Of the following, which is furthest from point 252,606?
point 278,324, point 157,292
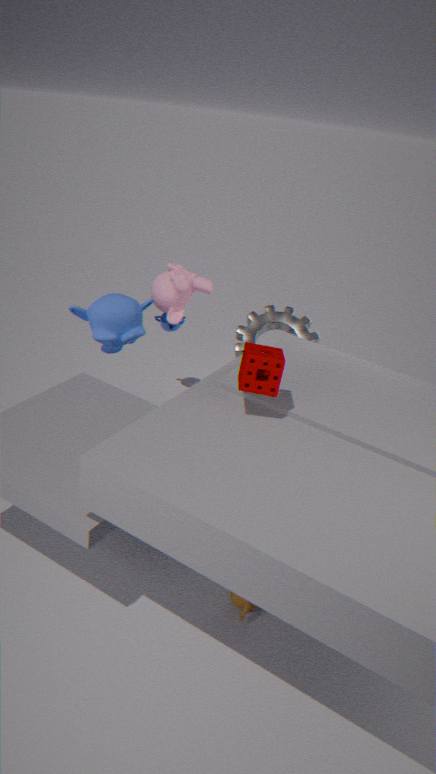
point 157,292
